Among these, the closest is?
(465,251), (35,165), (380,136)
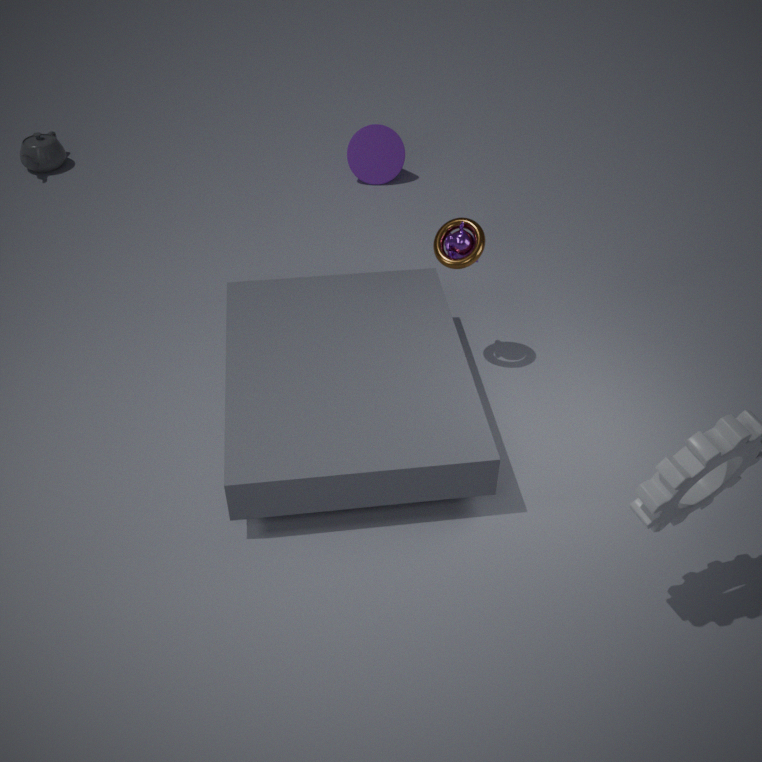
(465,251)
